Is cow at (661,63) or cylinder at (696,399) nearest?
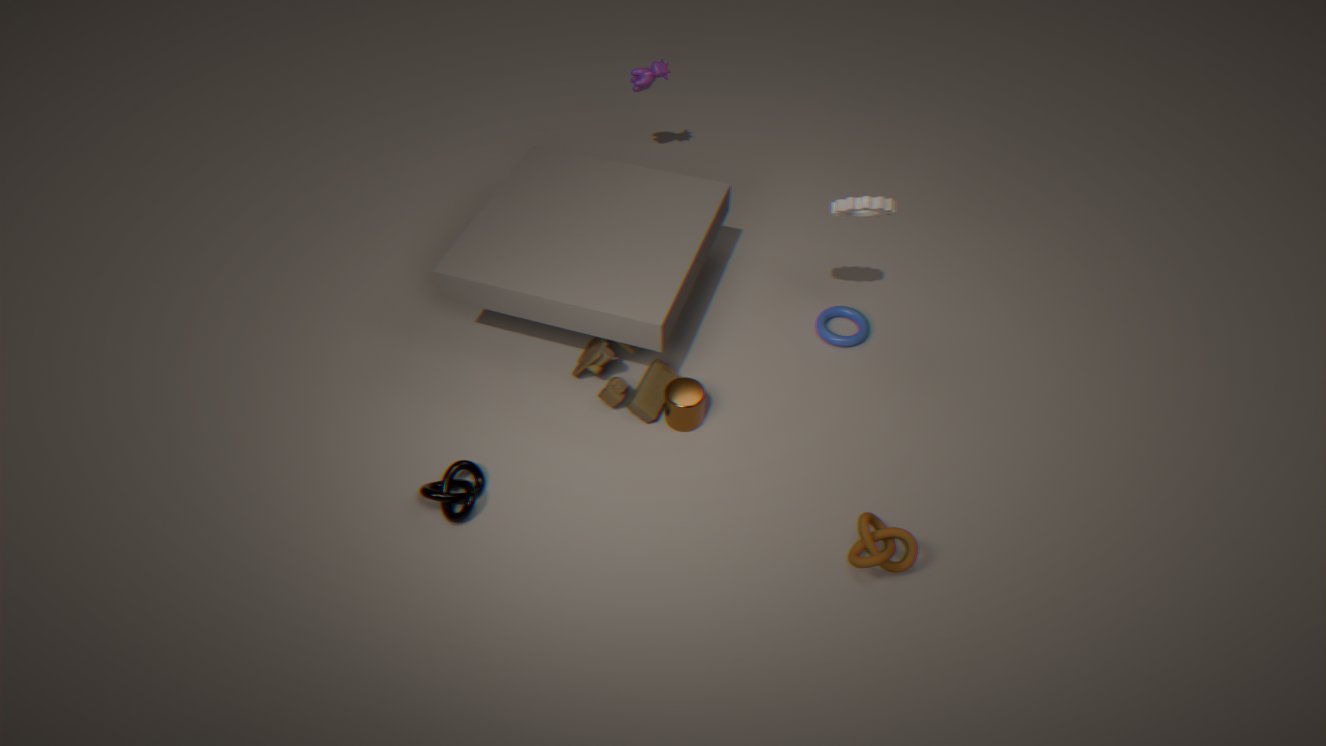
cylinder at (696,399)
